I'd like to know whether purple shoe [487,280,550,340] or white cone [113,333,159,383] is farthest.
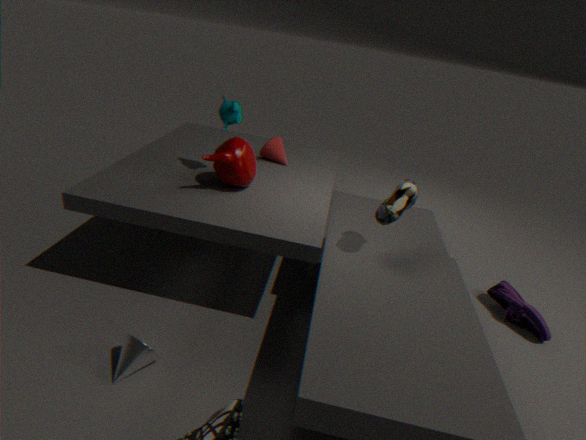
purple shoe [487,280,550,340]
